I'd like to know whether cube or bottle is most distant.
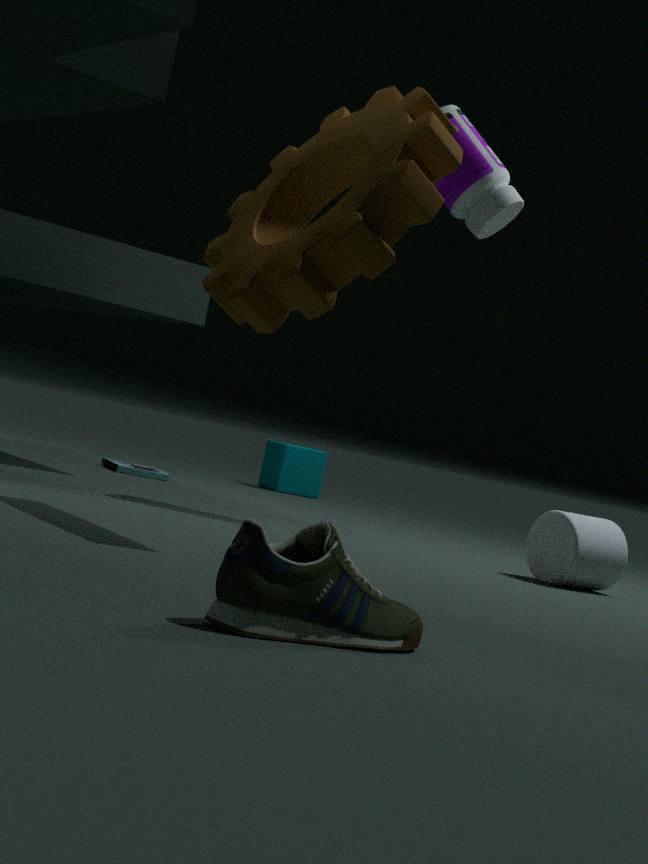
cube
